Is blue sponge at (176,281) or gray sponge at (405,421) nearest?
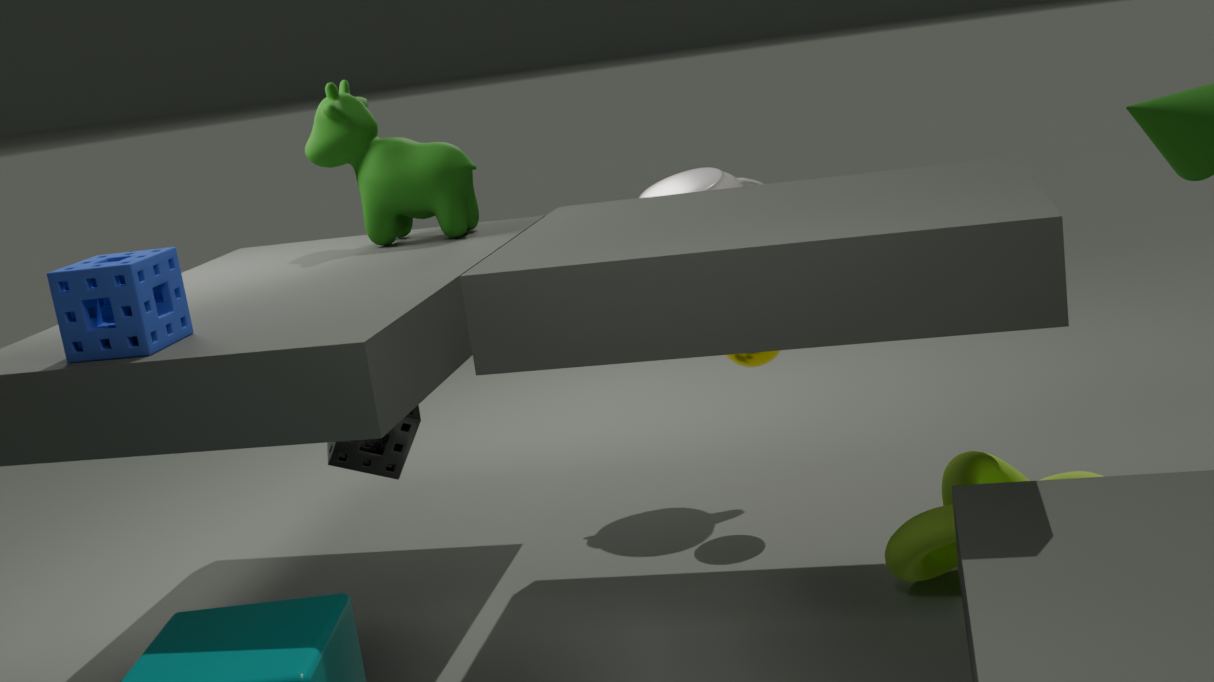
blue sponge at (176,281)
